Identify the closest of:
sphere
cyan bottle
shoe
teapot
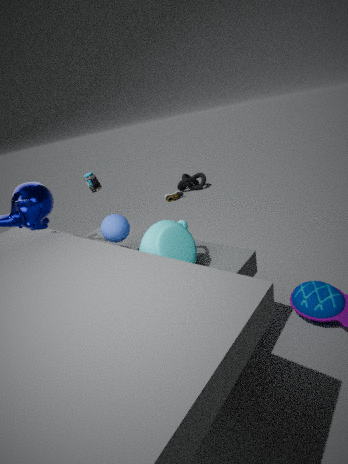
teapot
